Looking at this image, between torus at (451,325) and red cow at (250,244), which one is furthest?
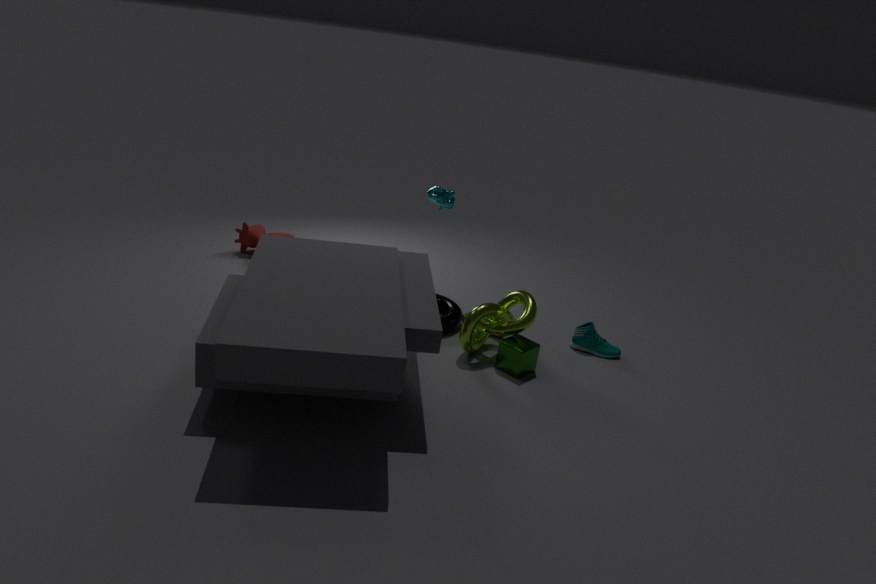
red cow at (250,244)
